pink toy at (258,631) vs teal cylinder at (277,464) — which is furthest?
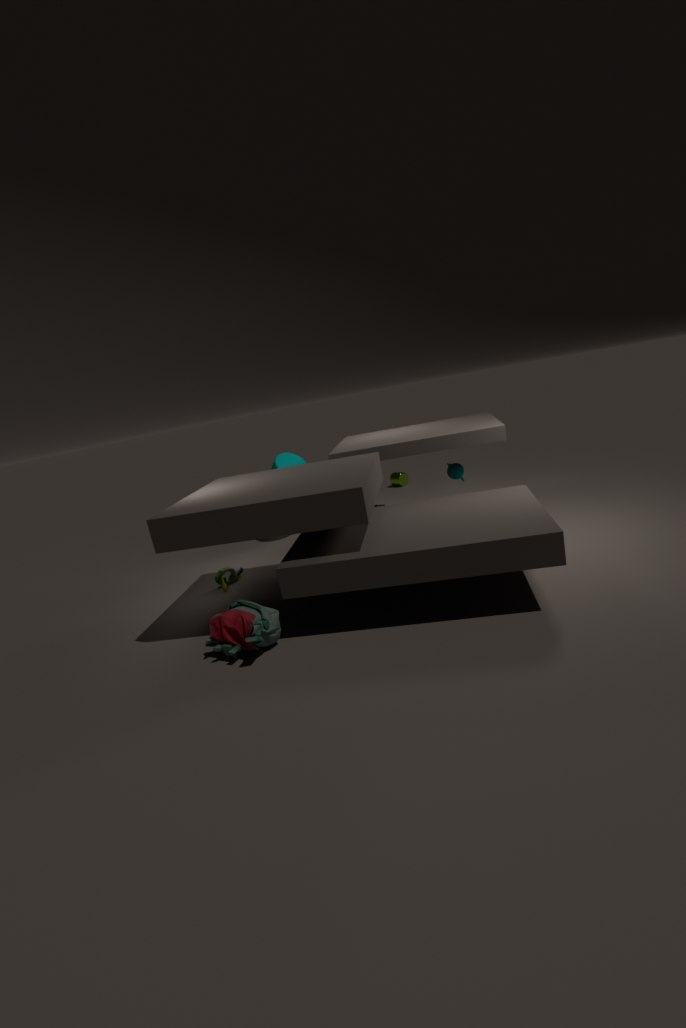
teal cylinder at (277,464)
